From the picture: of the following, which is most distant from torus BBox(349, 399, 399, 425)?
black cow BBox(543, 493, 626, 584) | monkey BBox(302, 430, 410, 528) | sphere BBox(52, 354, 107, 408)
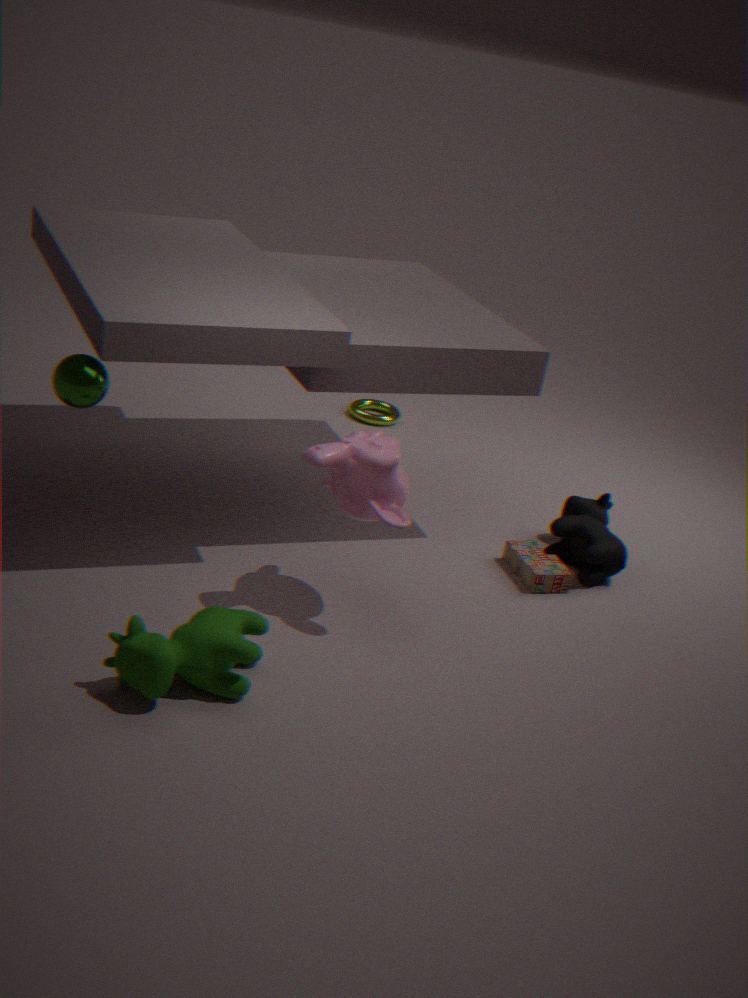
sphere BBox(52, 354, 107, 408)
